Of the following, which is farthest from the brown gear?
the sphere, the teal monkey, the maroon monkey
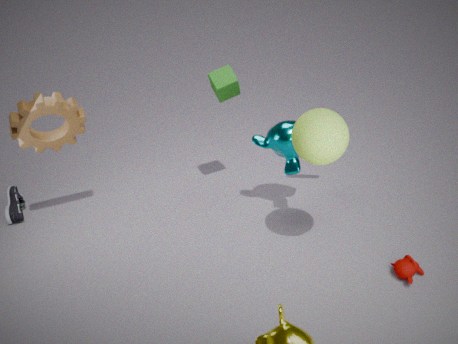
the maroon monkey
